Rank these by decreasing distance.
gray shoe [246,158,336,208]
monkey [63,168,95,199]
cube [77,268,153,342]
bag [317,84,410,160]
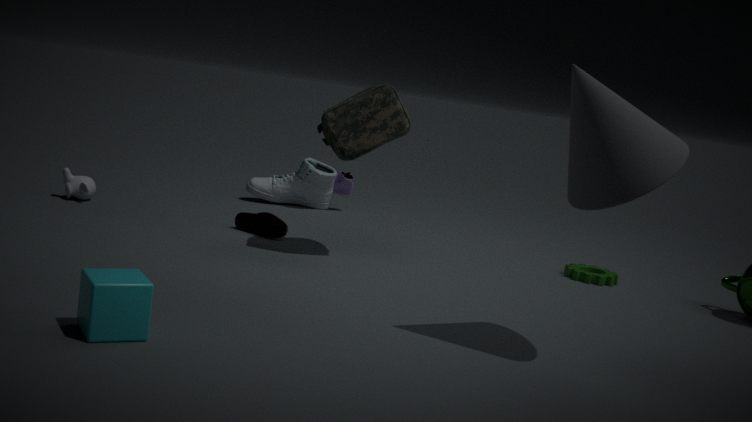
gray shoe [246,158,336,208], monkey [63,168,95,199], bag [317,84,410,160], cube [77,268,153,342]
